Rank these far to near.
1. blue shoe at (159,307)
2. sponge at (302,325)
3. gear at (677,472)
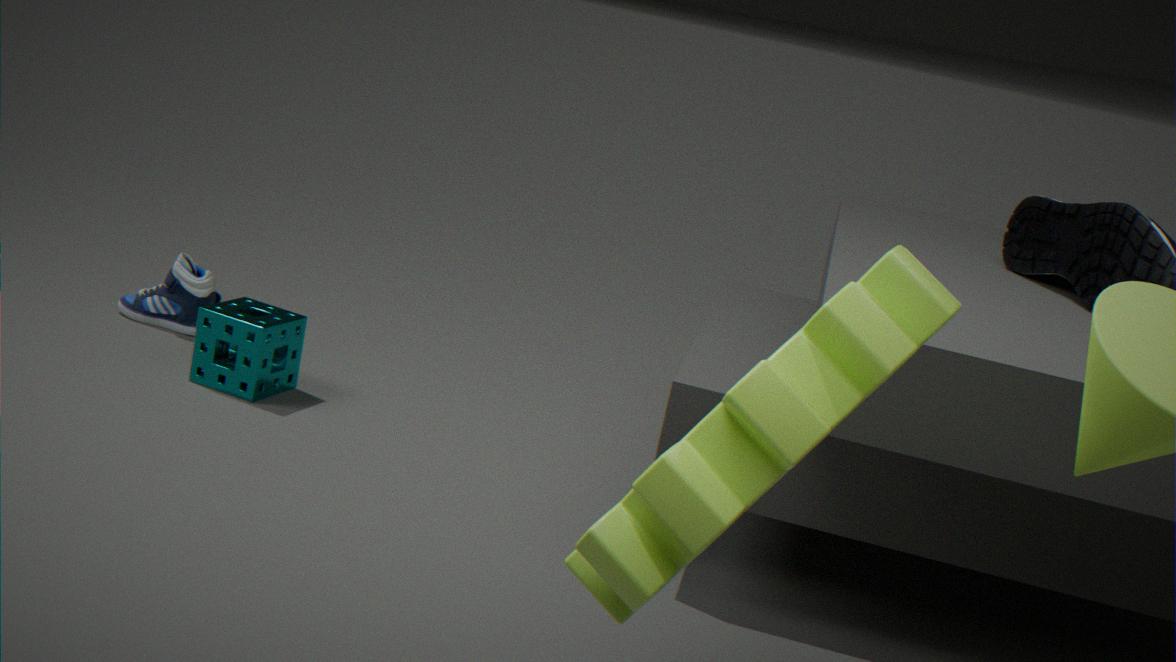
blue shoe at (159,307)
sponge at (302,325)
gear at (677,472)
